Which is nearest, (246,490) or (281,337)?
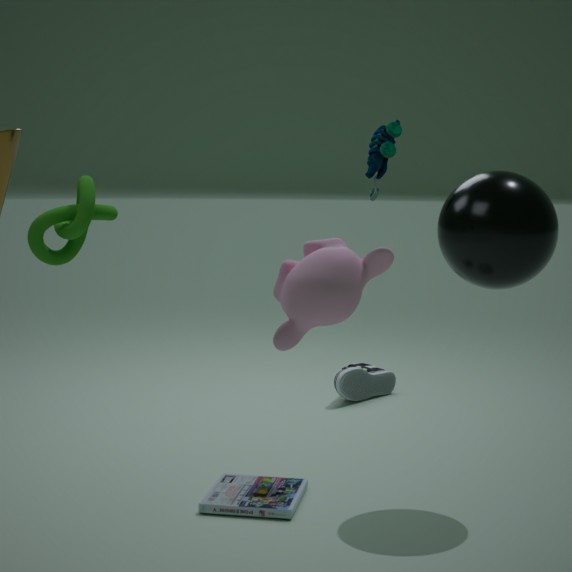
(281,337)
